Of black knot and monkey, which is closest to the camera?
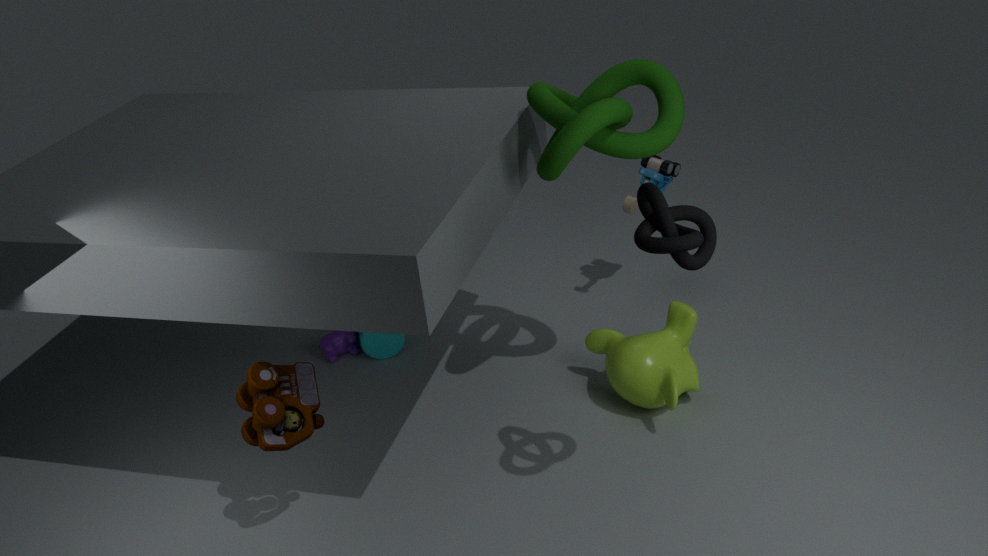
black knot
